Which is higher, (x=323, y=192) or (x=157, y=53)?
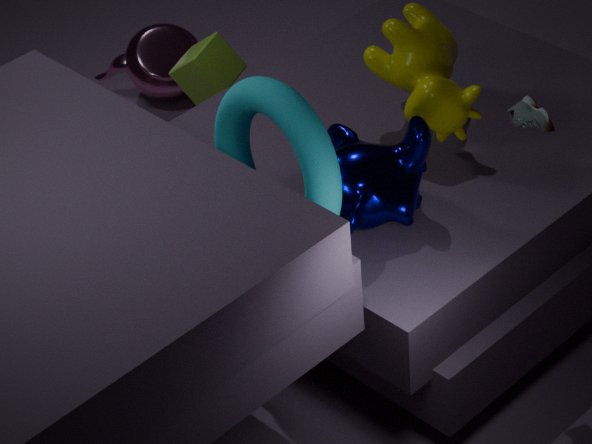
(x=323, y=192)
